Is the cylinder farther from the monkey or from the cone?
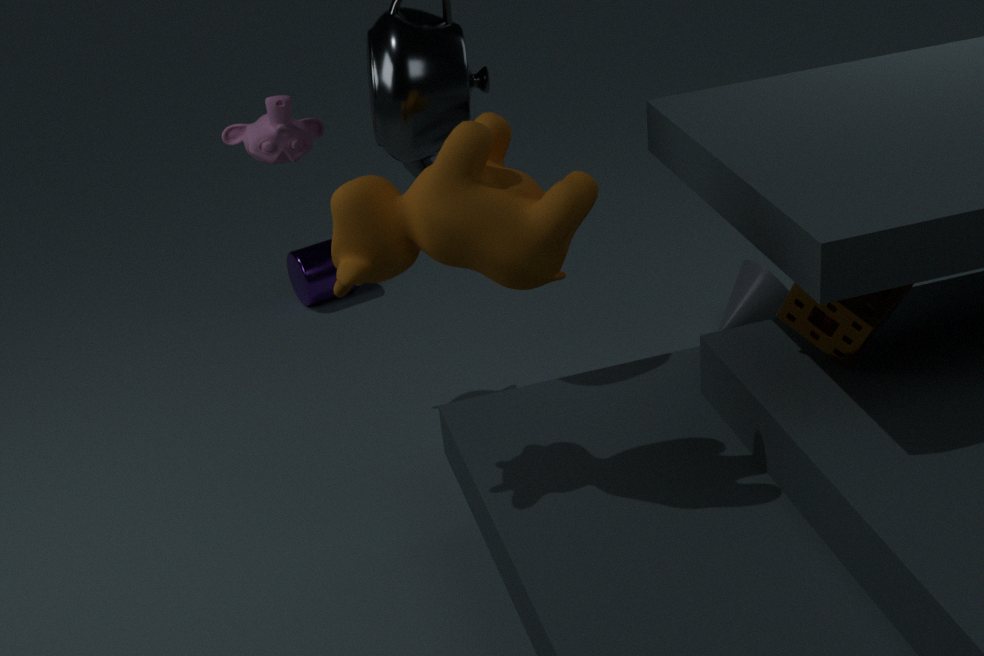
the cone
